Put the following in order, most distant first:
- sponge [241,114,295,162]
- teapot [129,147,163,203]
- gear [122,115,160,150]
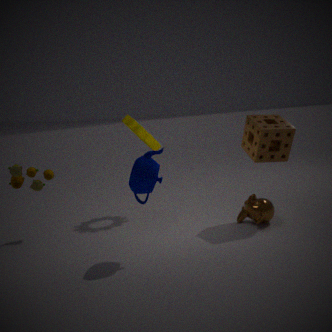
gear [122,115,160,150], sponge [241,114,295,162], teapot [129,147,163,203]
